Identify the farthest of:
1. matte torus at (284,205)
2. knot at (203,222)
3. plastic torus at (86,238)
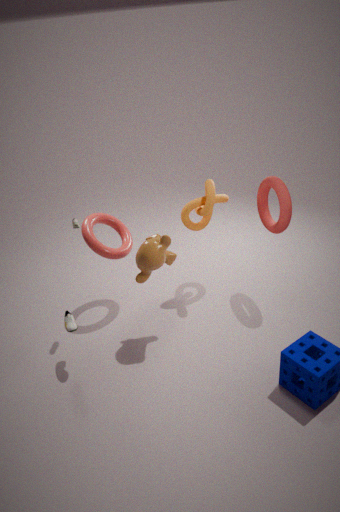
knot at (203,222)
